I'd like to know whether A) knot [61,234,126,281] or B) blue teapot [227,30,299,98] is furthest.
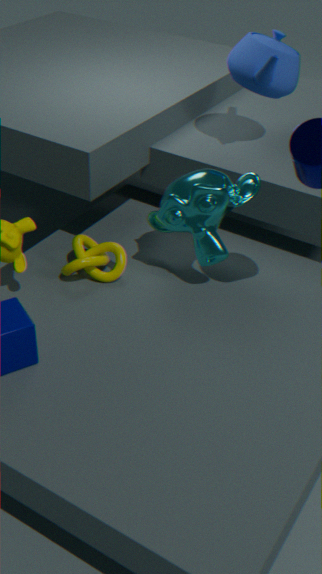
B. blue teapot [227,30,299,98]
